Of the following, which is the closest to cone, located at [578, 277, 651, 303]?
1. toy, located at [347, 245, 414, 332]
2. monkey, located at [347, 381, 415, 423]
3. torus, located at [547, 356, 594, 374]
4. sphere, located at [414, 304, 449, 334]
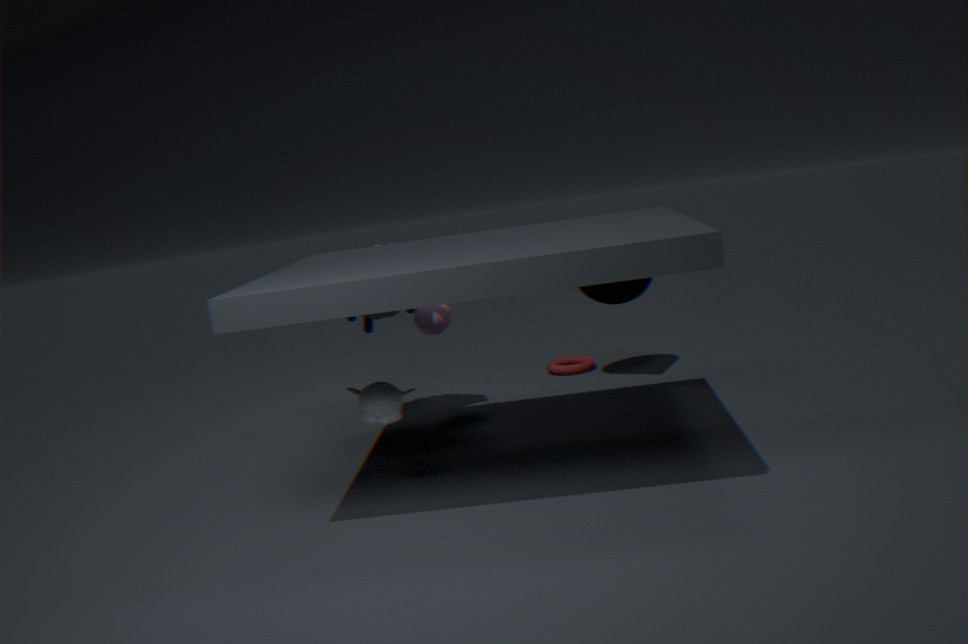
torus, located at [547, 356, 594, 374]
